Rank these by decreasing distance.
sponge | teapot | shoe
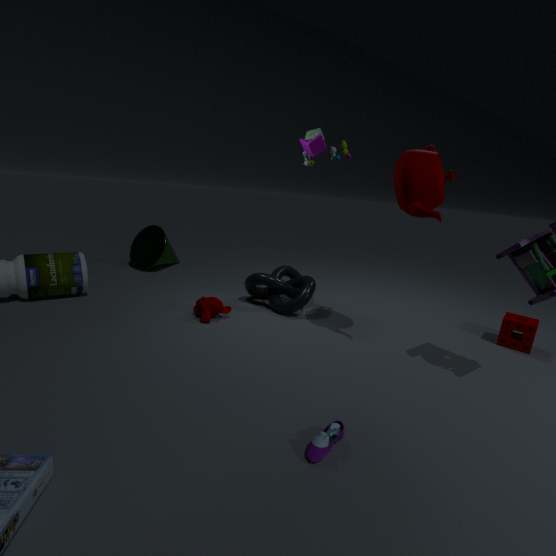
sponge, teapot, shoe
